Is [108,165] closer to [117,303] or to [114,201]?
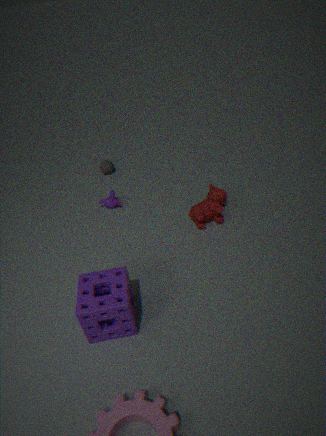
[114,201]
